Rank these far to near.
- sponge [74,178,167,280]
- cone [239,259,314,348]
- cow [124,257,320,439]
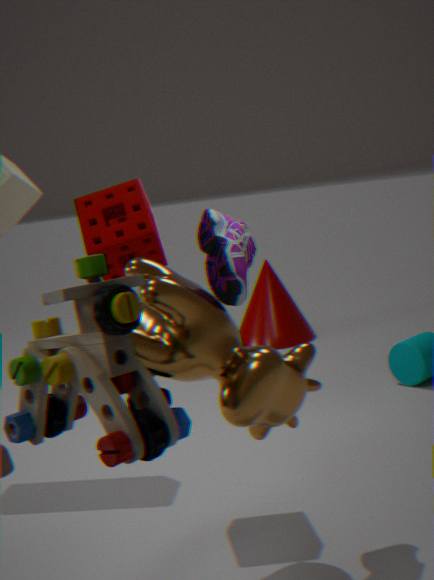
1. cone [239,259,314,348]
2. sponge [74,178,167,280]
3. cow [124,257,320,439]
